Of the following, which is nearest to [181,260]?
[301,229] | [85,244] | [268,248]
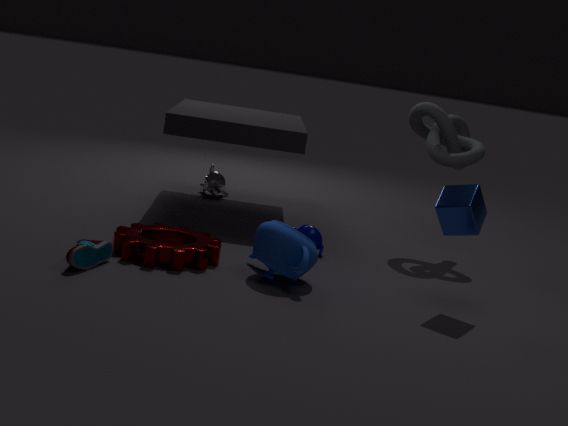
[85,244]
